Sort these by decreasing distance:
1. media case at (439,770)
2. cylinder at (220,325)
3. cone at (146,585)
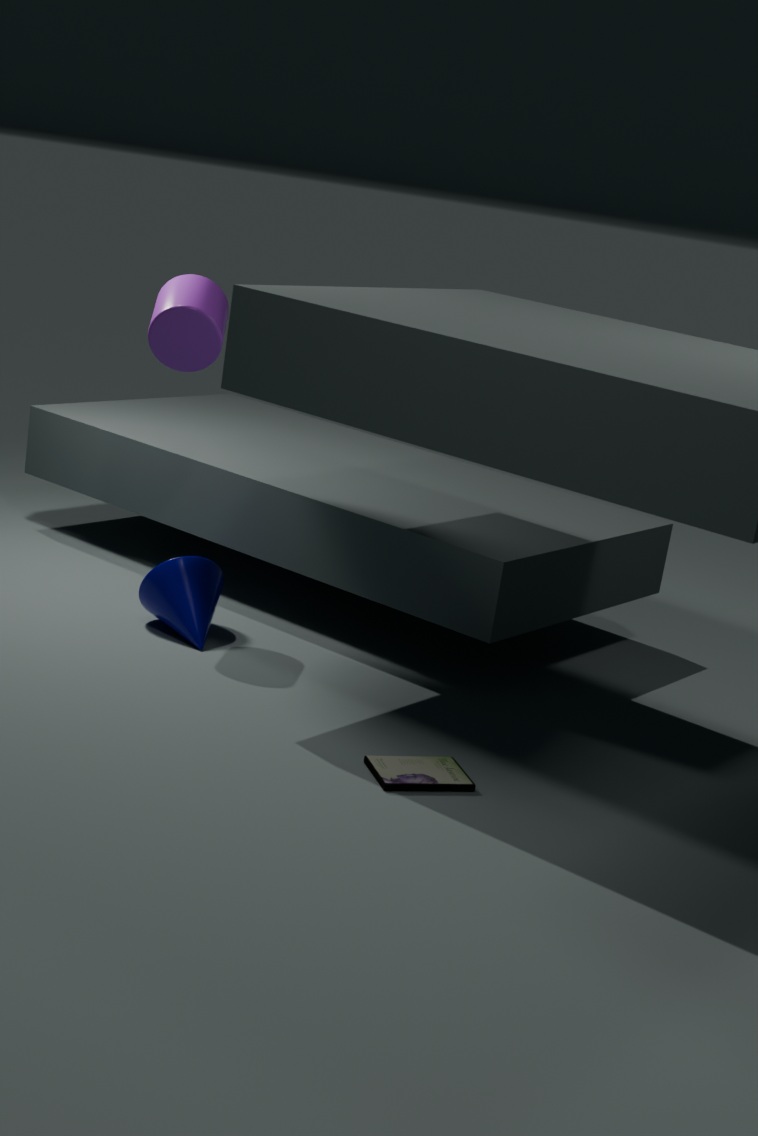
1. cone at (146,585)
2. cylinder at (220,325)
3. media case at (439,770)
